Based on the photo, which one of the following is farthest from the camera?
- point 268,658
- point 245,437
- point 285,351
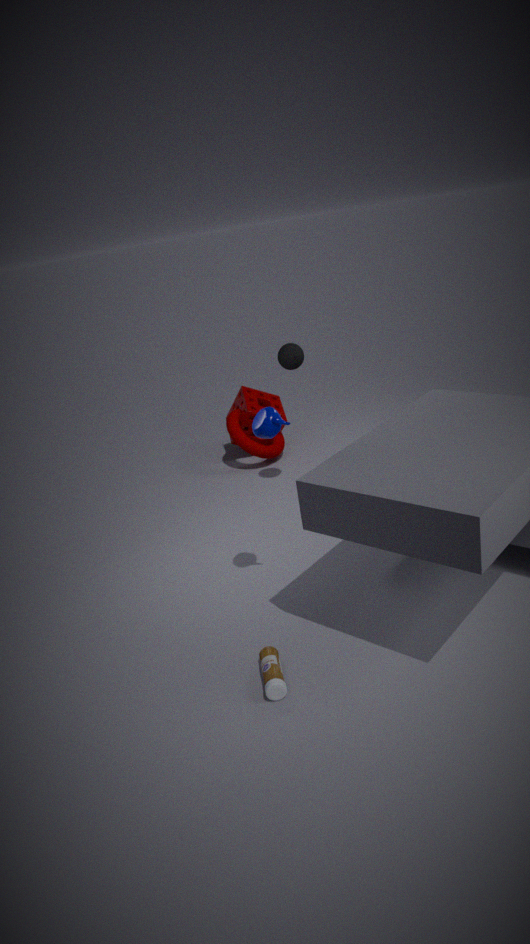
point 245,437
